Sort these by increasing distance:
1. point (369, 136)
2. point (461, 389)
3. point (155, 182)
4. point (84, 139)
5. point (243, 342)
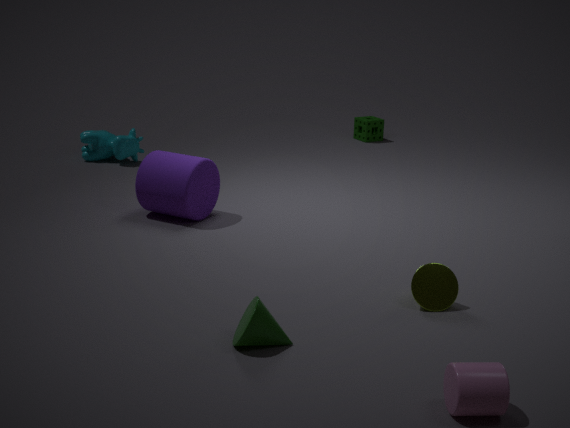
point (461, 389)
point (243, 342)
point (155, 182)
point (84, 139)
point (369, 136)
